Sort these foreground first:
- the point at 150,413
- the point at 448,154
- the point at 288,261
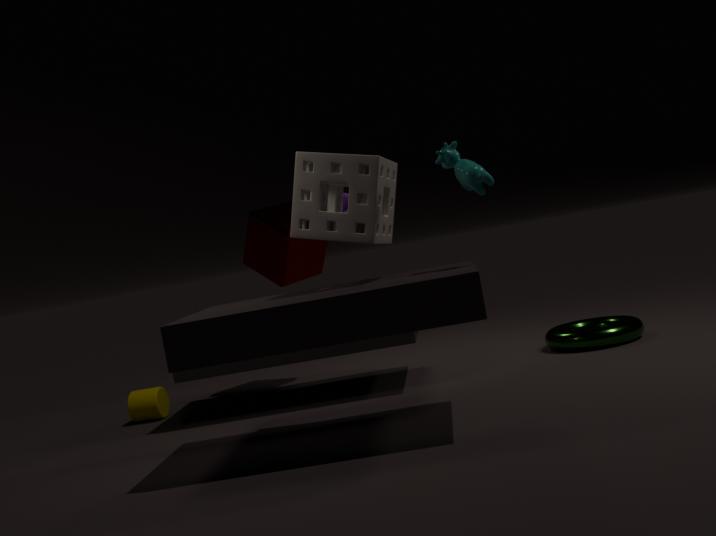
the point at 448,154 < the point at 150,413 < the point at 288,261
